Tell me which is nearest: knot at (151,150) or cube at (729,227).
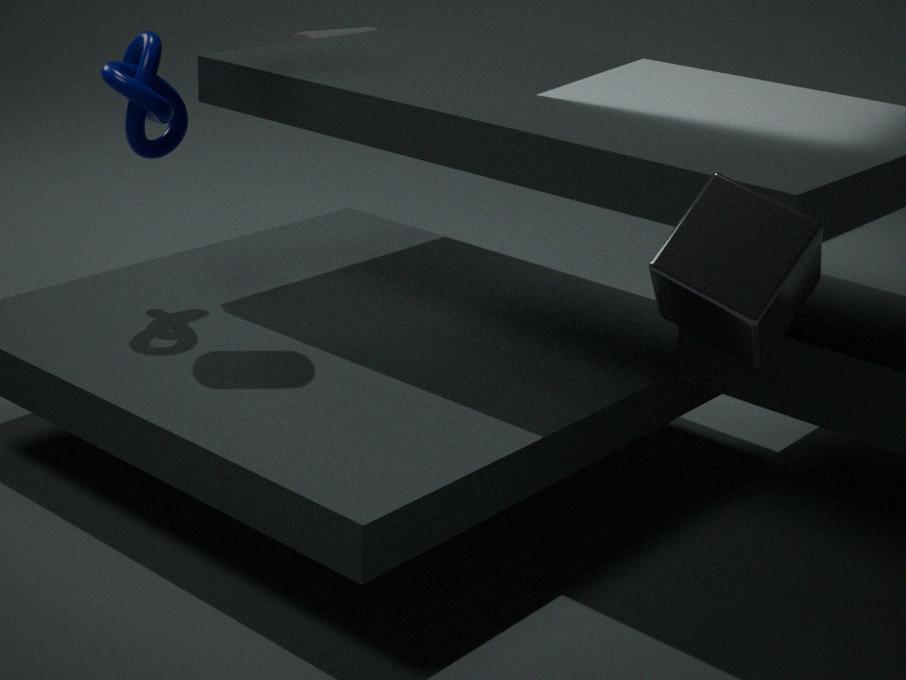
cube at (729,227)
